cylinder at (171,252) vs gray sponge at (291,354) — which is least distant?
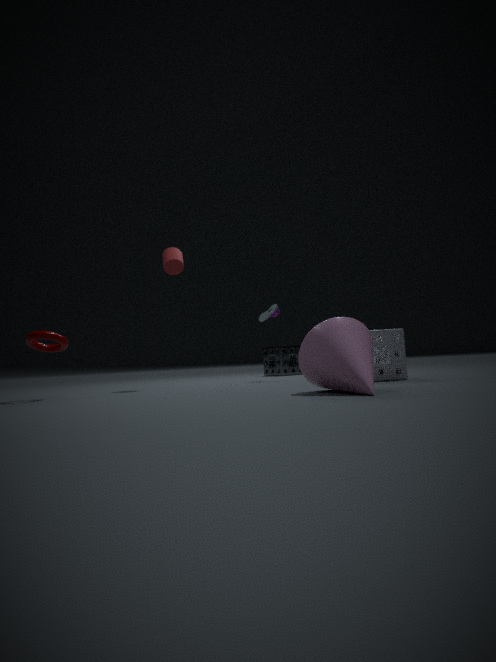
cylinder at (171,252)
